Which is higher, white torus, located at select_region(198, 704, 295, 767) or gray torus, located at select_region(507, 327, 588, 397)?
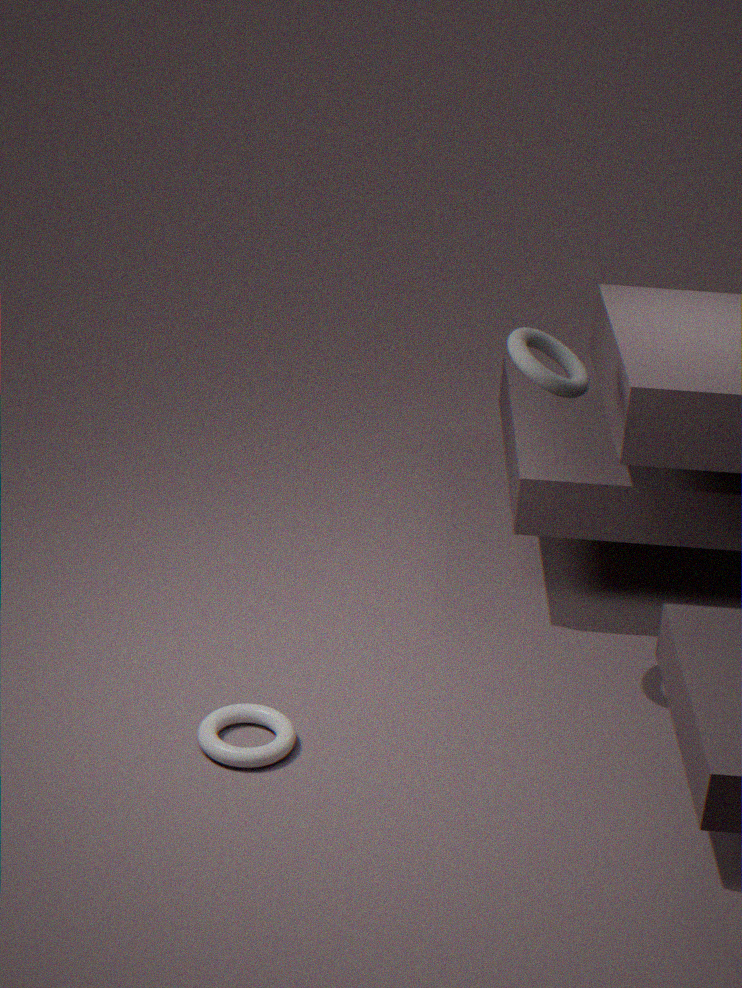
gray torus, located at select_region(507, 327, 588, 397)
